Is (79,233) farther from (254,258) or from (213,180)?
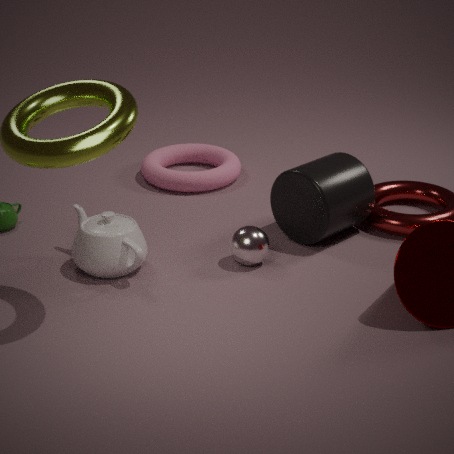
(213,180)
